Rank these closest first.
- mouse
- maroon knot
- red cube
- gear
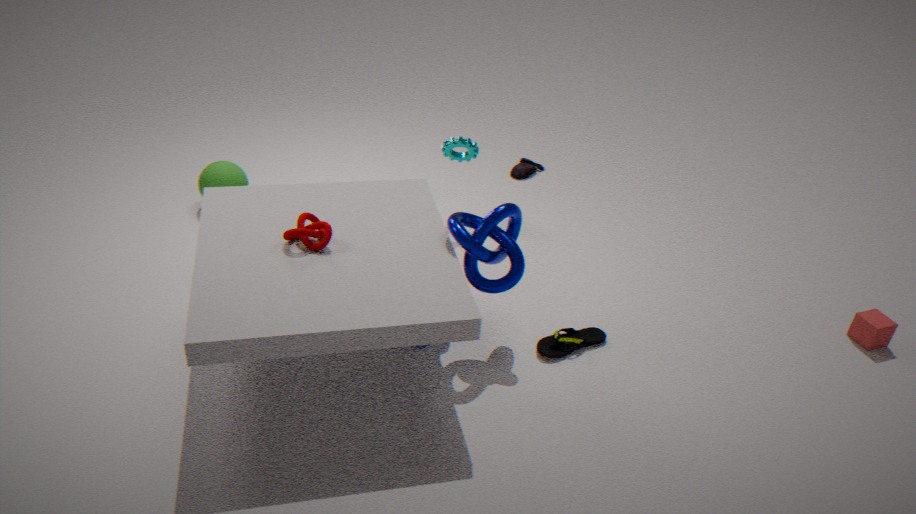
maroon knot
red cube
gear
mouse
